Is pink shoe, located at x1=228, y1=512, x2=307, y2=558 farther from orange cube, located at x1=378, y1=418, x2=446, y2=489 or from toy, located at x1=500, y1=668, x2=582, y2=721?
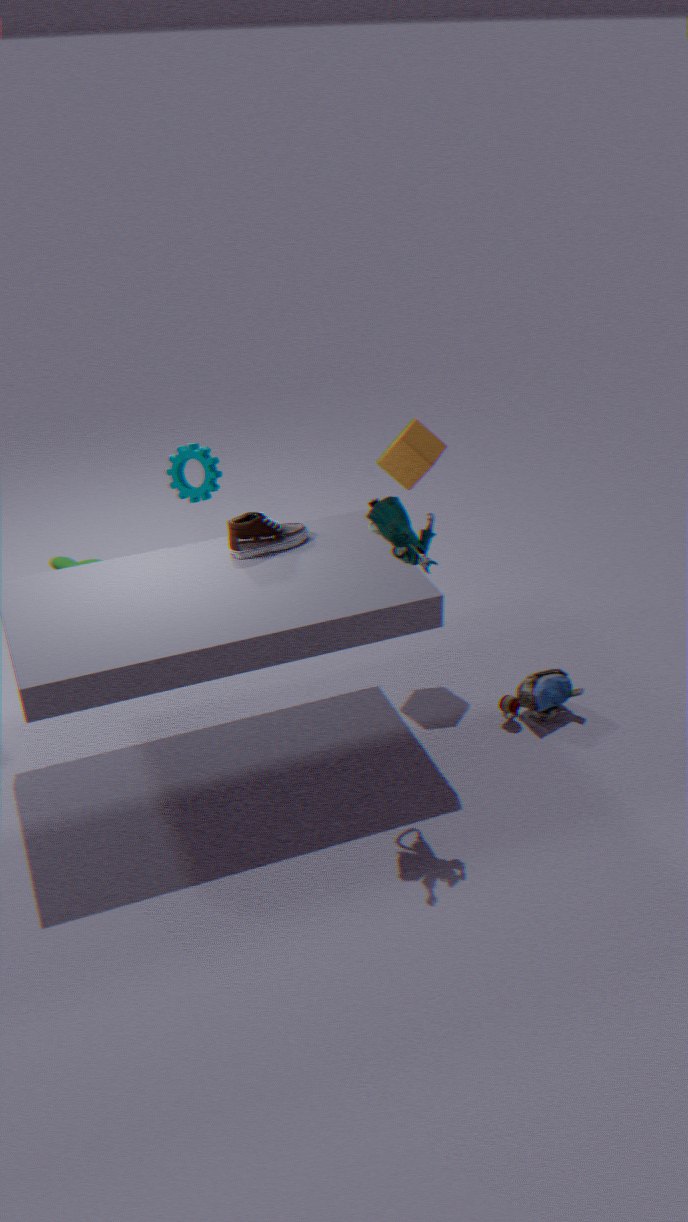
toy, located at x1=500, y1=668, x2=582, y2=721
